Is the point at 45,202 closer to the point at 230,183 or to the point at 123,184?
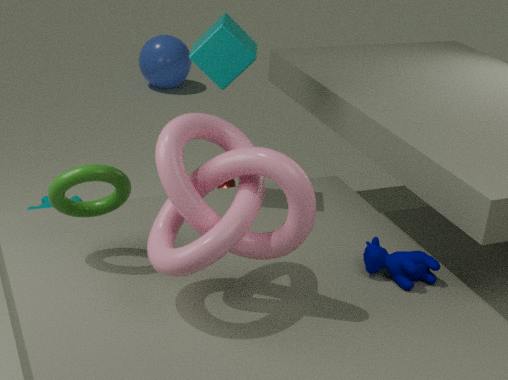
the point at 230,183
